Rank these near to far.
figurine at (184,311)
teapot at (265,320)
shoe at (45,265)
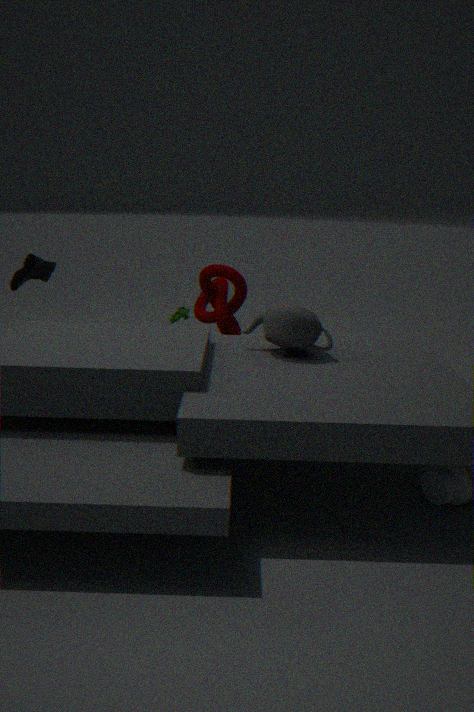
1. teapot at (265,320)
2. shoe at (45,265)
3. figurine at (184,311)
